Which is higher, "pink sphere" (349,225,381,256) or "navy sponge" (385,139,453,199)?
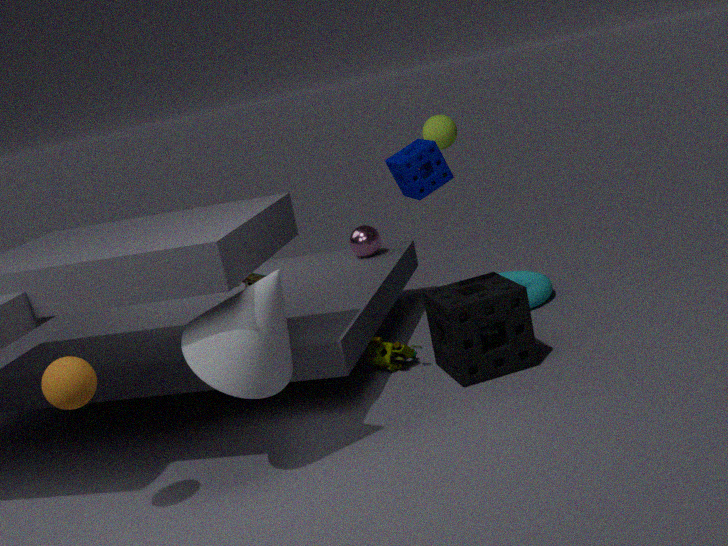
"navy sponge" (385,139,453,199)
